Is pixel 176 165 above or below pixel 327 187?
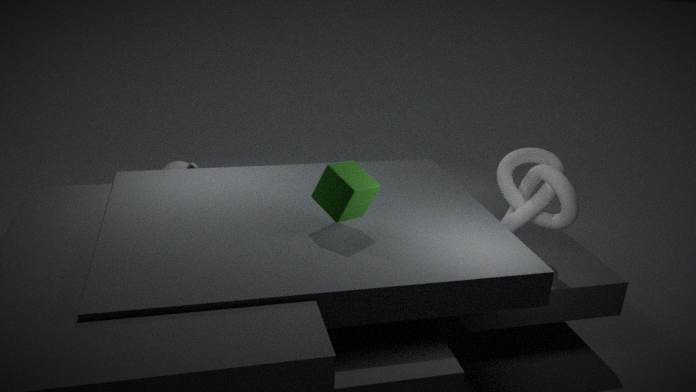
below
